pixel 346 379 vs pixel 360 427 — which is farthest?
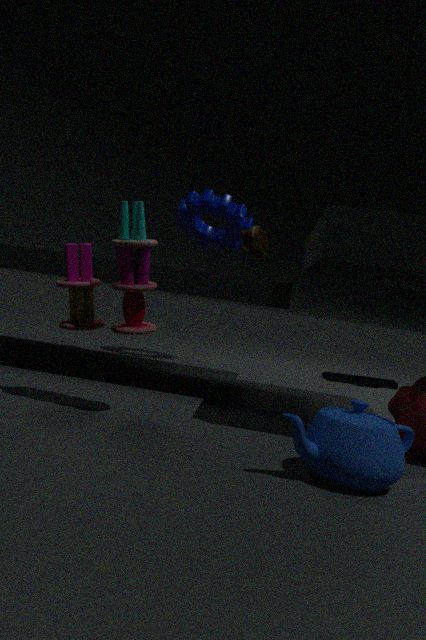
pixel 346 379
